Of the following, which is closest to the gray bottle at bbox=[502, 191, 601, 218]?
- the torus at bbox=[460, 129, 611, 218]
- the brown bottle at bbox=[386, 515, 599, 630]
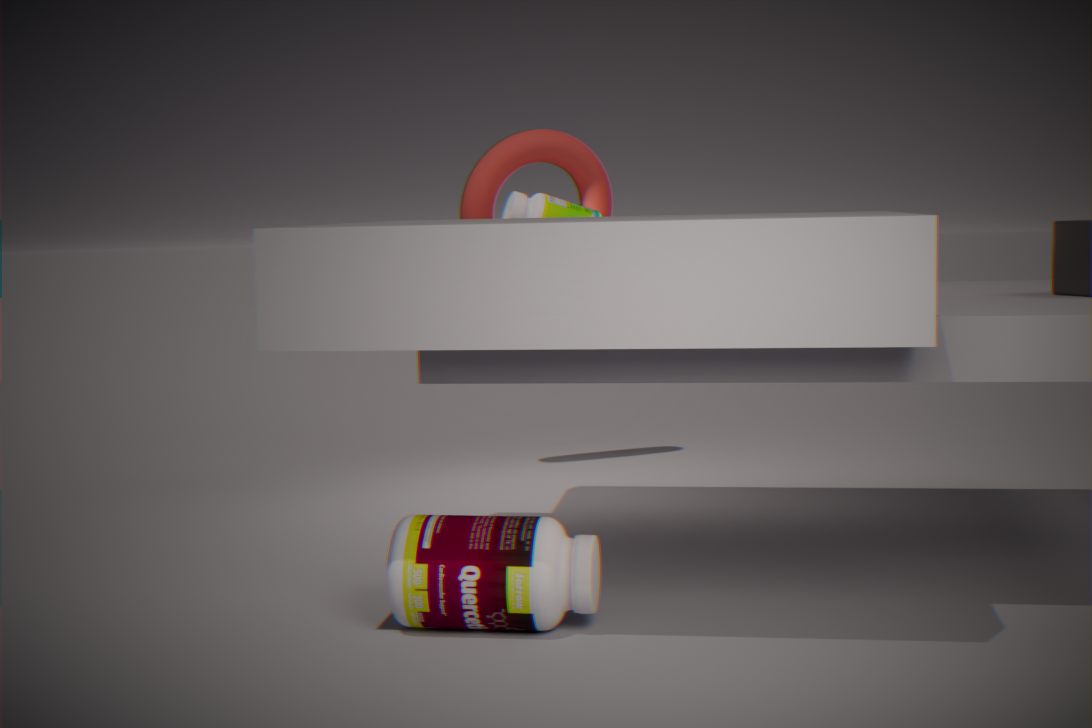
the torus at bbox=[460, 129, 611, 218]
